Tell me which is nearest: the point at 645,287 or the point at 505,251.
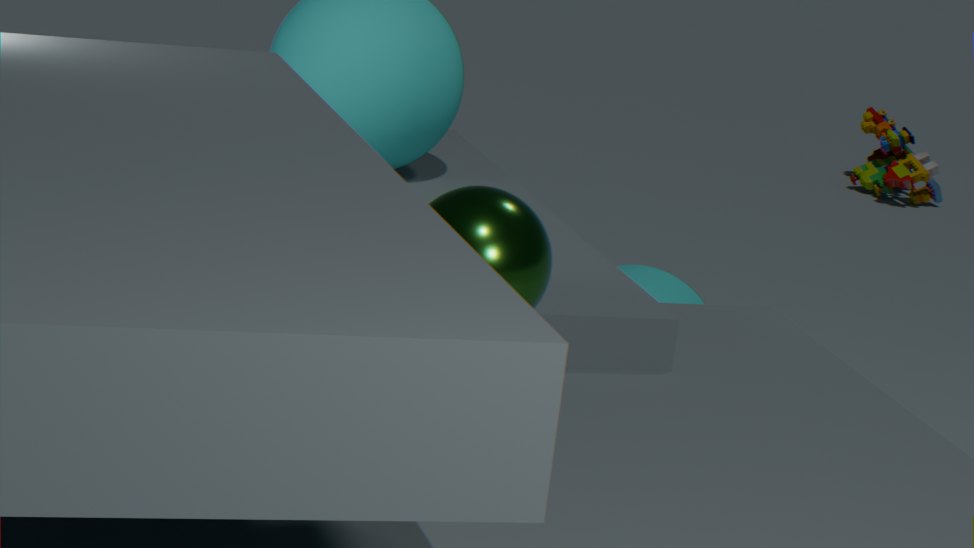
the point at 505,251
